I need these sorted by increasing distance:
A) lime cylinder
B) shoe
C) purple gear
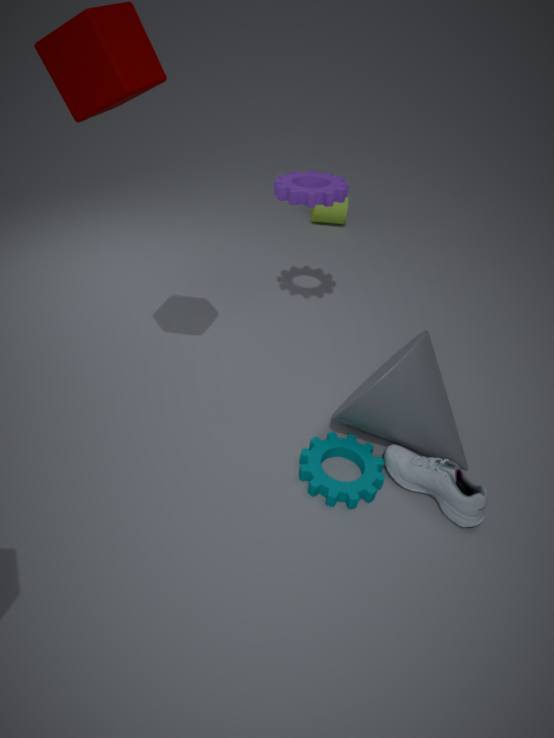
shoe, purple gear, lime cylinder
